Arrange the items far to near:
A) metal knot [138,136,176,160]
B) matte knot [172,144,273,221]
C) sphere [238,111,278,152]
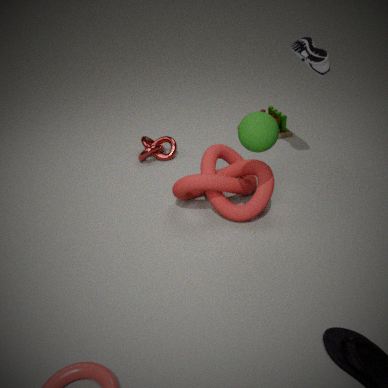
1. metal knot [138,136,176,160]
2. matte knot [172,144,273,221]
3. sphere [238,111,278,152]
